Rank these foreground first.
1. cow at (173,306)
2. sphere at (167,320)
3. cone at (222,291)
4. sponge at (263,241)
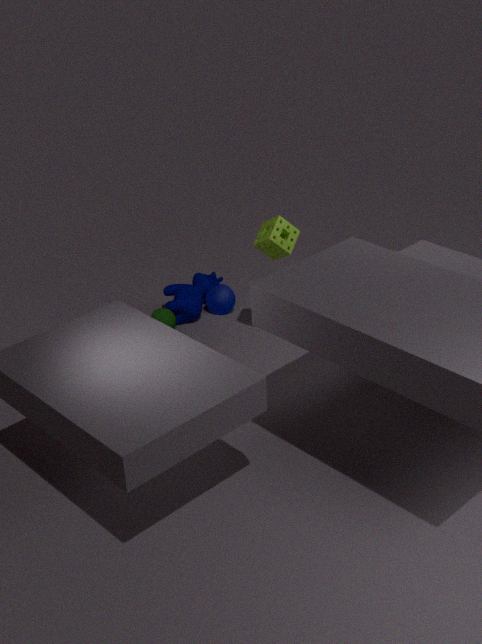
1. sponge at (263,241)
2. sphere at (167,320)
3. cow at (173,306)
4. cone at (222,291)
